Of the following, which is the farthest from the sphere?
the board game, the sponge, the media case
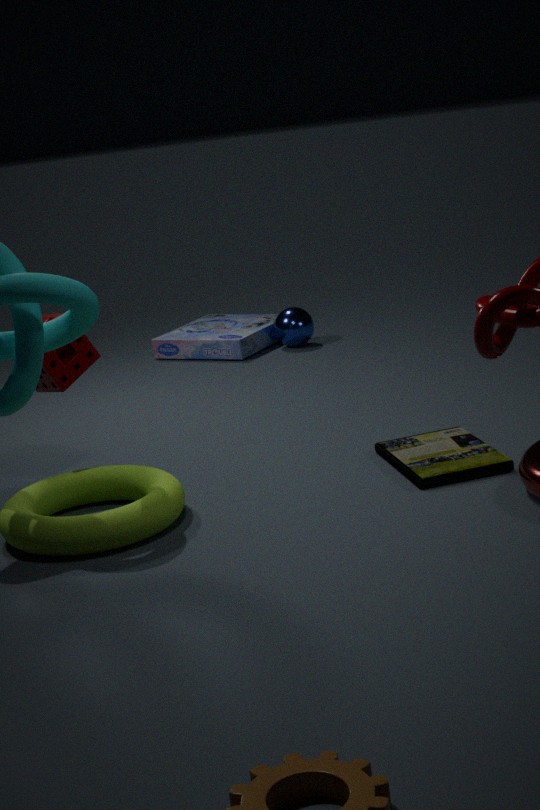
the media case
